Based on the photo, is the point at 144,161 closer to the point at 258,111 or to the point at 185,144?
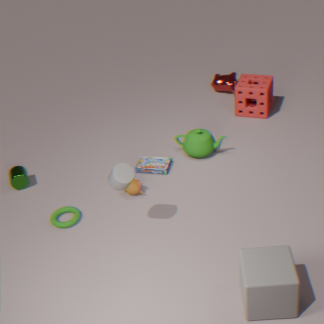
the point at 185,144
